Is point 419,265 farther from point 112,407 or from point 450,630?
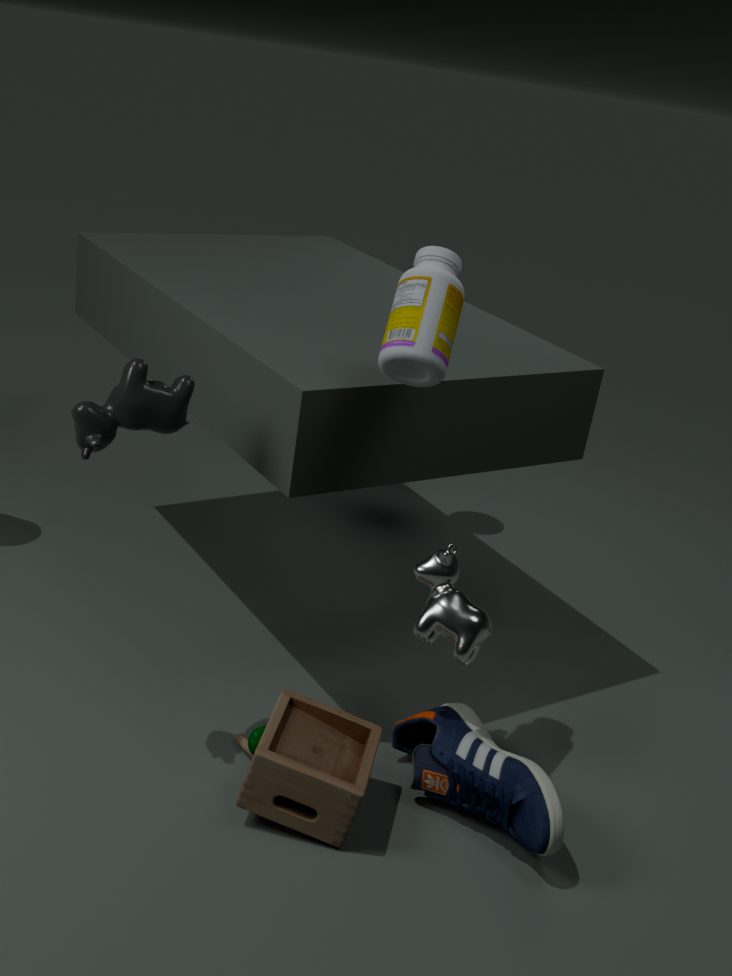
point 450,630
